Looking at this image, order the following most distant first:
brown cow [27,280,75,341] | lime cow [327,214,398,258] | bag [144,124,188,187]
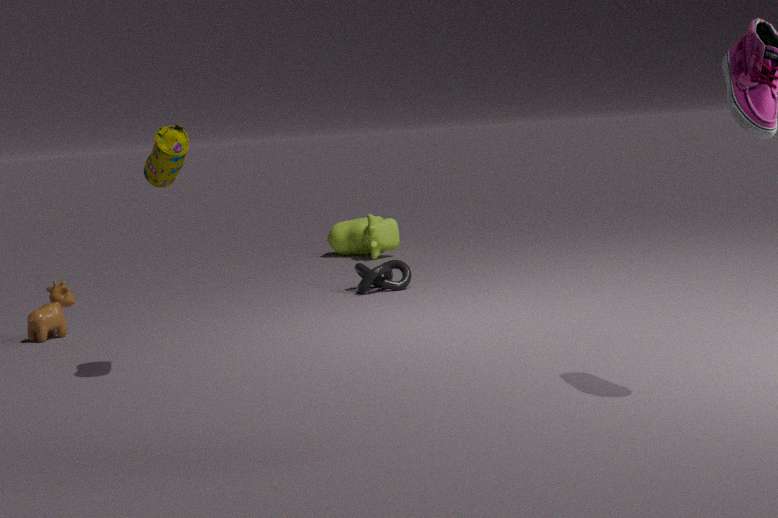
lime cow [327,214,398,258] < brown cow [27,280,75,341] < bag [144,124,188,187]
